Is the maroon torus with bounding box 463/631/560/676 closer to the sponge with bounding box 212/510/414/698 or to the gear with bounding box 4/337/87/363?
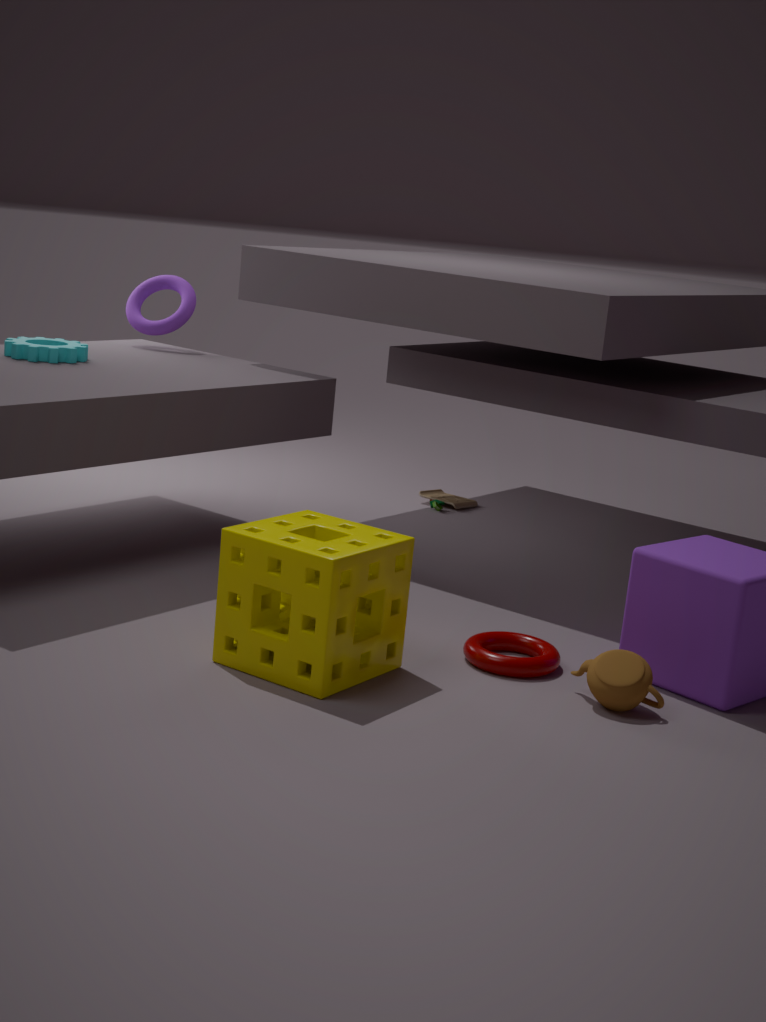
the sponge with bounding box 212/510/414/698
